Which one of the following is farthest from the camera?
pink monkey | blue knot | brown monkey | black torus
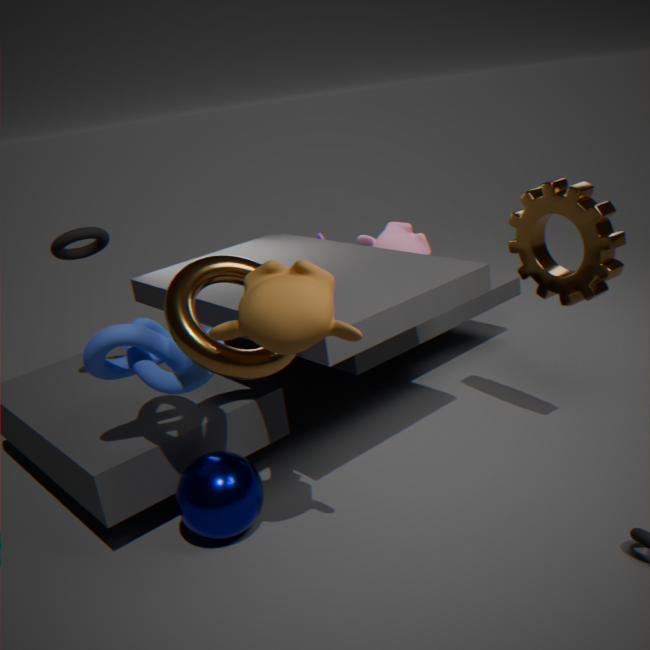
pink monkey
